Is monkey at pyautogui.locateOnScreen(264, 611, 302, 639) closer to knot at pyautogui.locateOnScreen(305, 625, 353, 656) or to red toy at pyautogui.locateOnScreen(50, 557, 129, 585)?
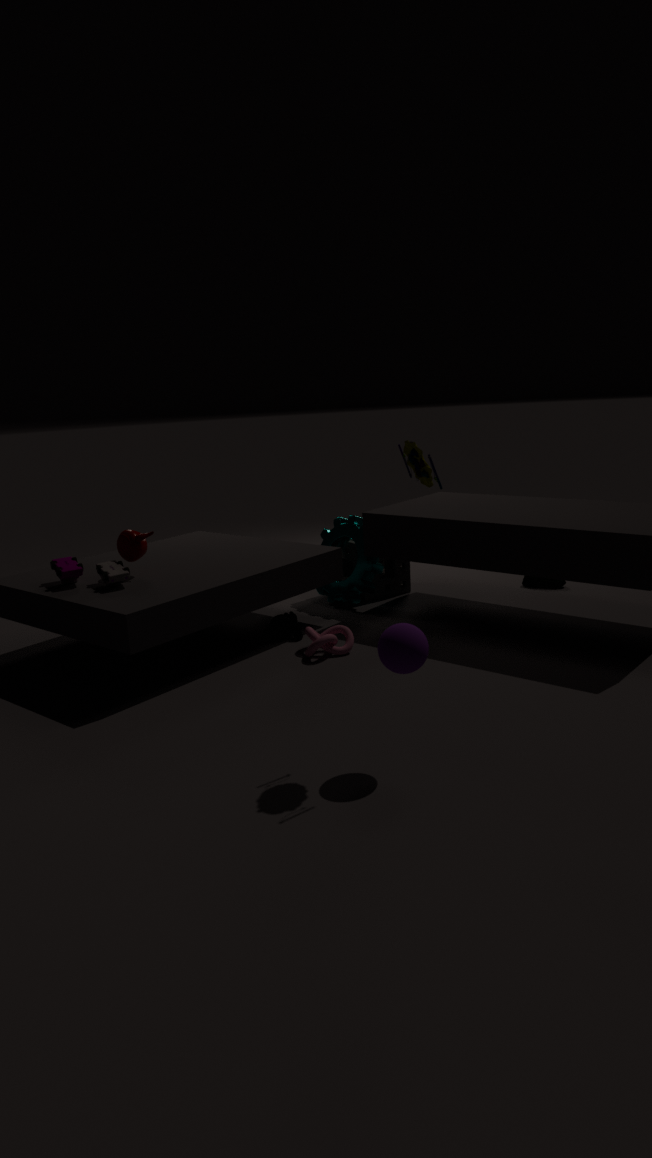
knot at pyautogui.locateOnScreen(305, 625, 353, 656)
